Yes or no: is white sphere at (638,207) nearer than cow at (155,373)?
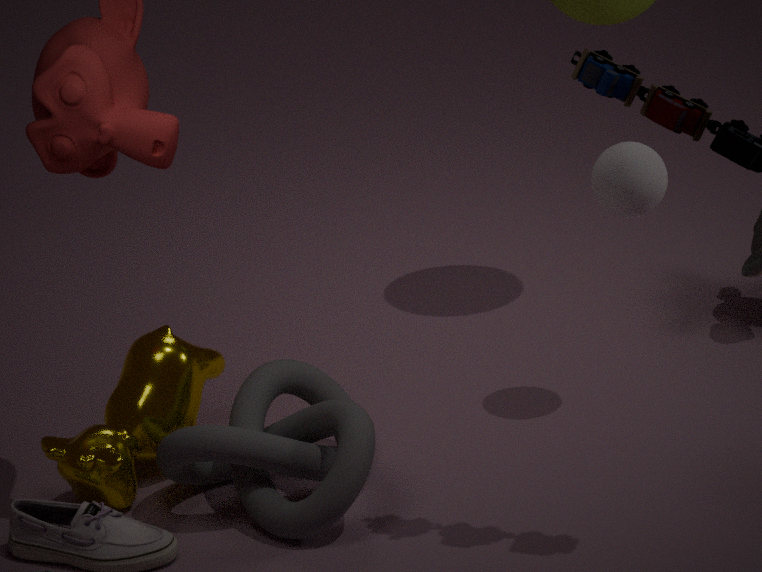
No
